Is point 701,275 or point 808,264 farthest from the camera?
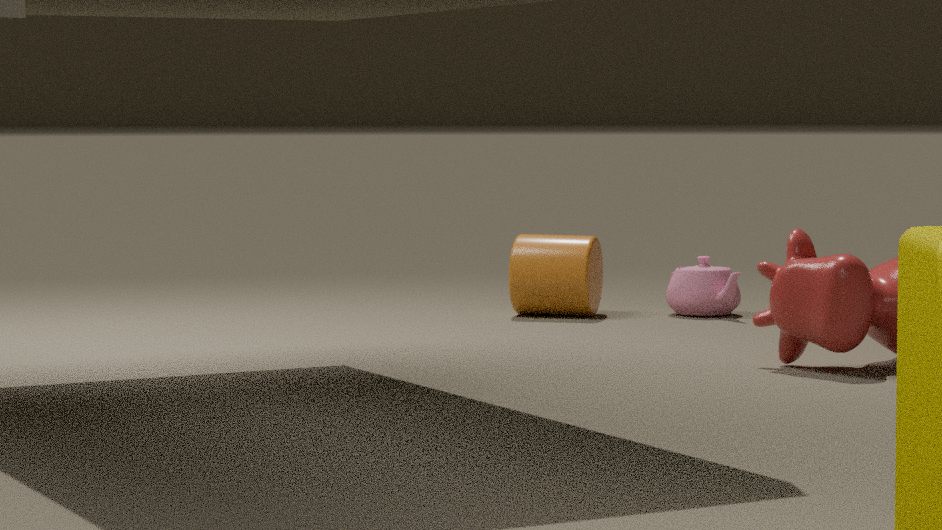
point 701,275
